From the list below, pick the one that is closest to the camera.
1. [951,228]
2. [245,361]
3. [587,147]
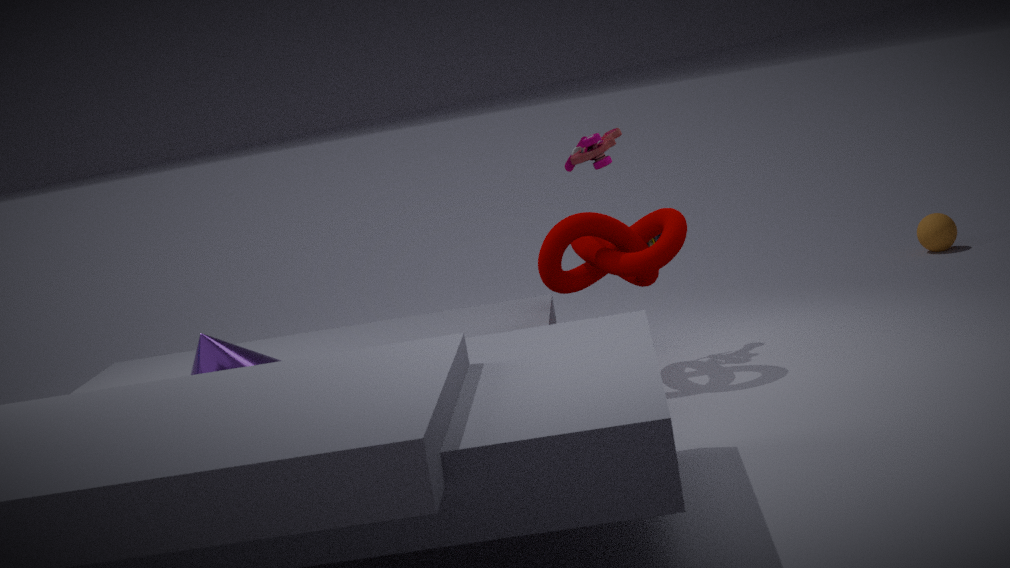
[245,361]
